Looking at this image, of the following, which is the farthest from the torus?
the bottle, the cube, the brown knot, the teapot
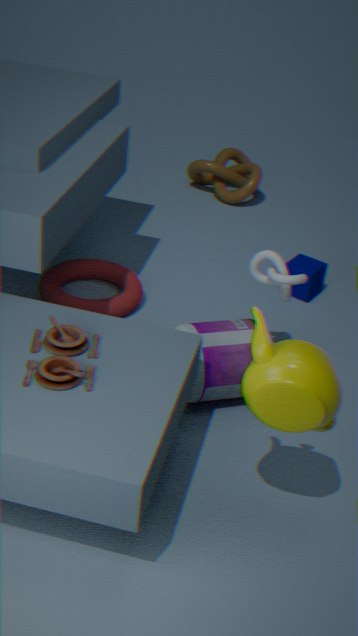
the teapot
